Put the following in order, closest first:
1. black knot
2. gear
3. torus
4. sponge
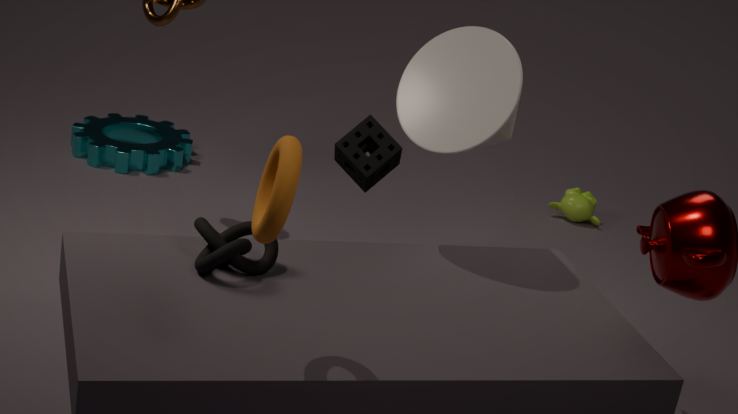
1. torus
2. black knot
3. sponge
4. gear
